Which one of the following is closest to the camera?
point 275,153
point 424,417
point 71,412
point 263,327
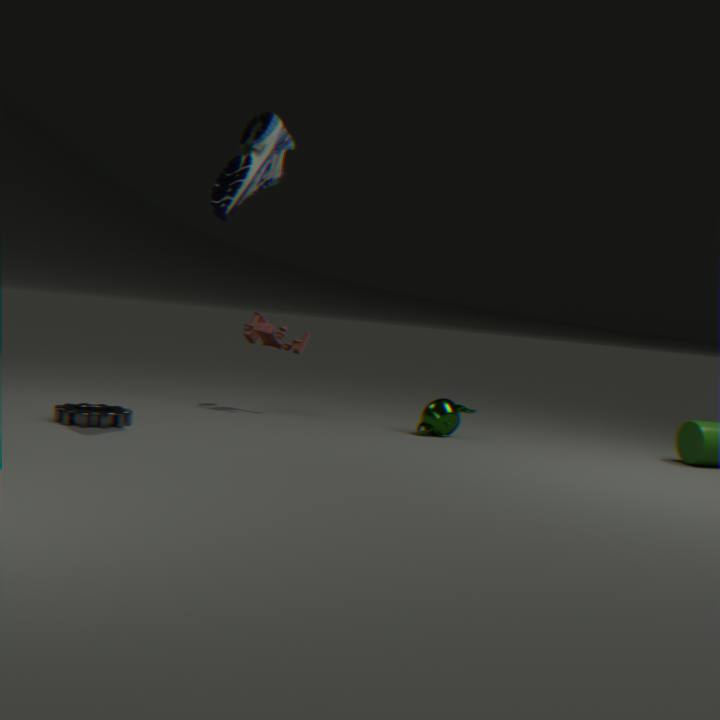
point 275,153
